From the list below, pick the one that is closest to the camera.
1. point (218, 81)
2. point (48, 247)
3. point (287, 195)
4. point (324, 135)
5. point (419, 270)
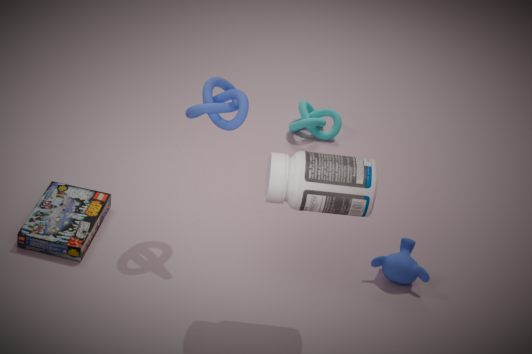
point (287, 195)
